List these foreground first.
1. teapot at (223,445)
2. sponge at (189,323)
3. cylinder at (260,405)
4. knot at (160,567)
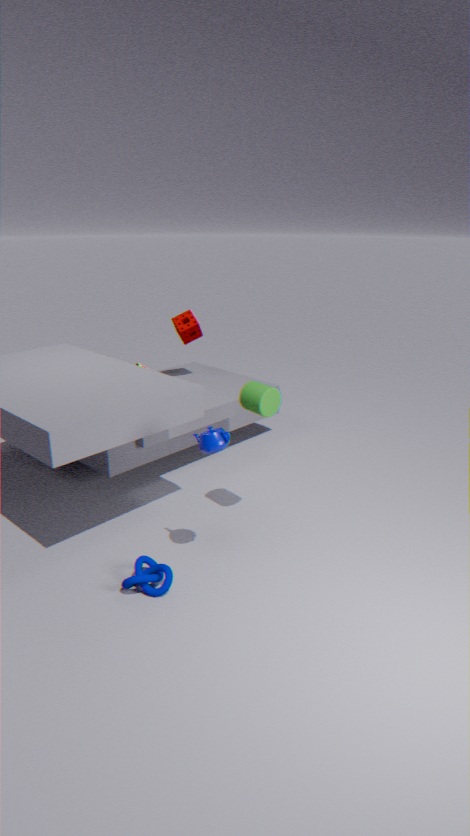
1. teapot at (223,445)
2. knot at (160,567)
3. cylinder at (260,405)
4. sponge at (189,323)
